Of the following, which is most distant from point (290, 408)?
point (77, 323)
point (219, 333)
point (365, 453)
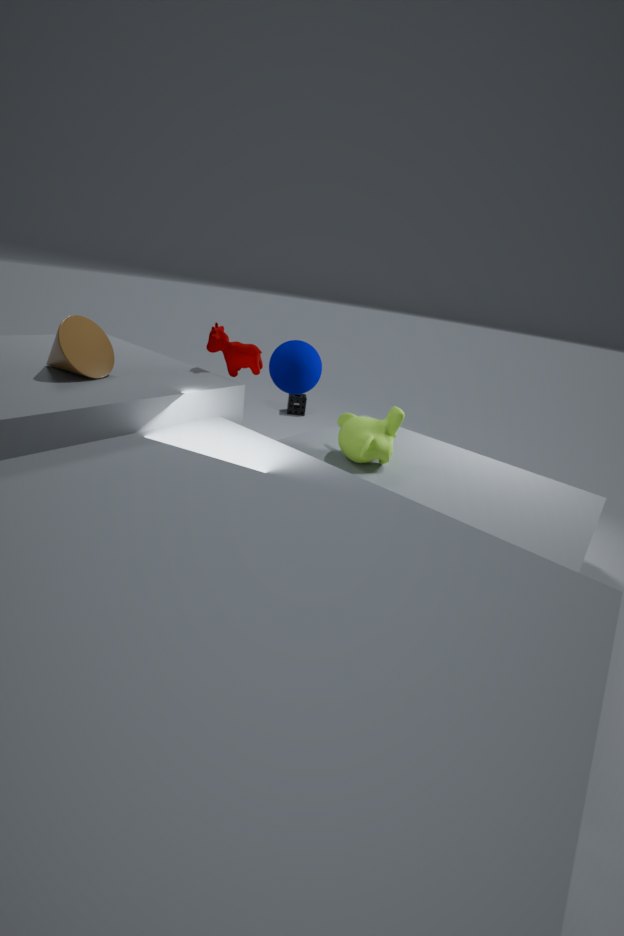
point (77, 323)
